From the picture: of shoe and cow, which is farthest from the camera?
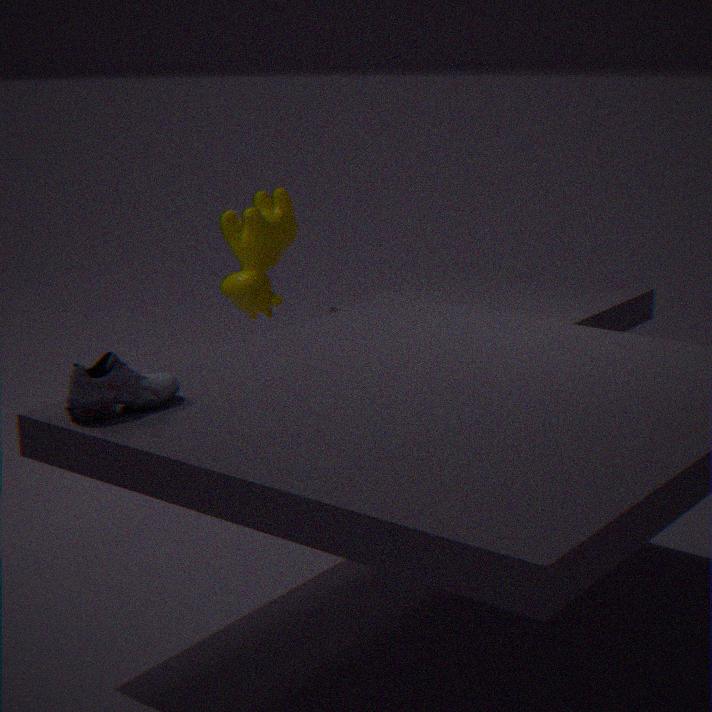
cow
